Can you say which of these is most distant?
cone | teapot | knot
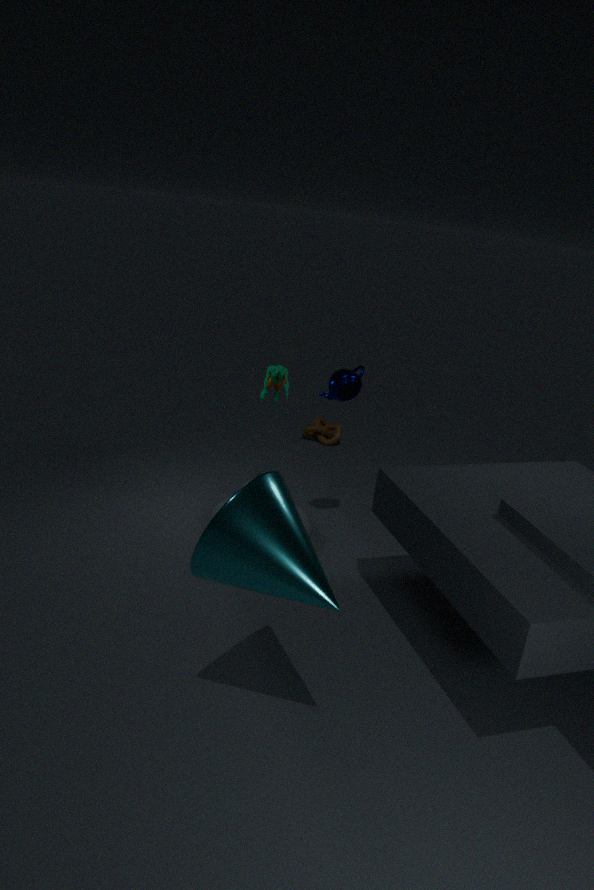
knot
